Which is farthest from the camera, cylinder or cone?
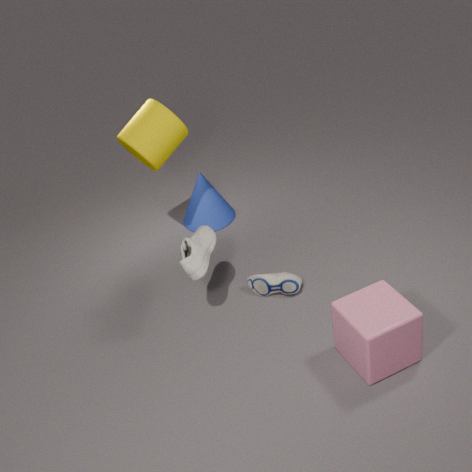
cone
